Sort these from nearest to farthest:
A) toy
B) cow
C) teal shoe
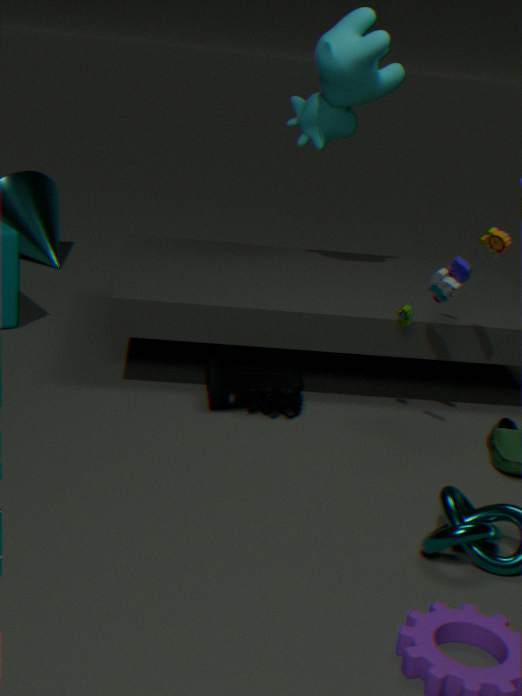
toy → teal shoe → cow
